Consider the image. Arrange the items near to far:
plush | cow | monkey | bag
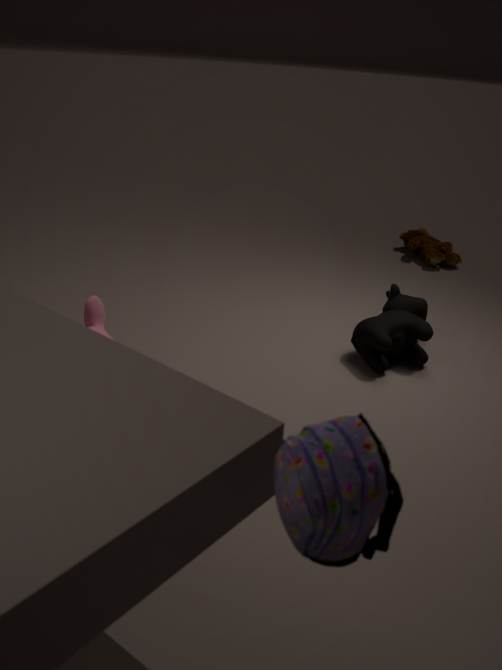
1. bag
2. monkey
3. cow
4. plush
